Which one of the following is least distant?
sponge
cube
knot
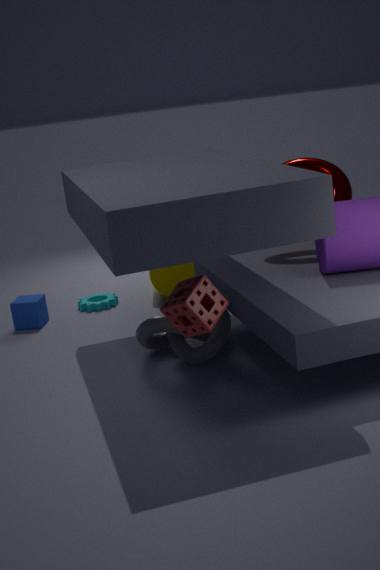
sponge
